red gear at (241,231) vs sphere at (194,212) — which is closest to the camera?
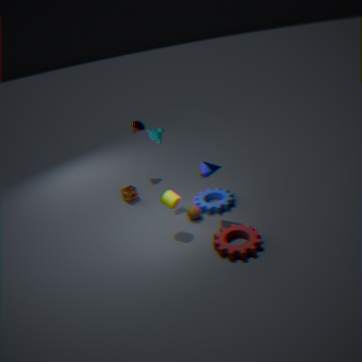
red gear at (241,231)
